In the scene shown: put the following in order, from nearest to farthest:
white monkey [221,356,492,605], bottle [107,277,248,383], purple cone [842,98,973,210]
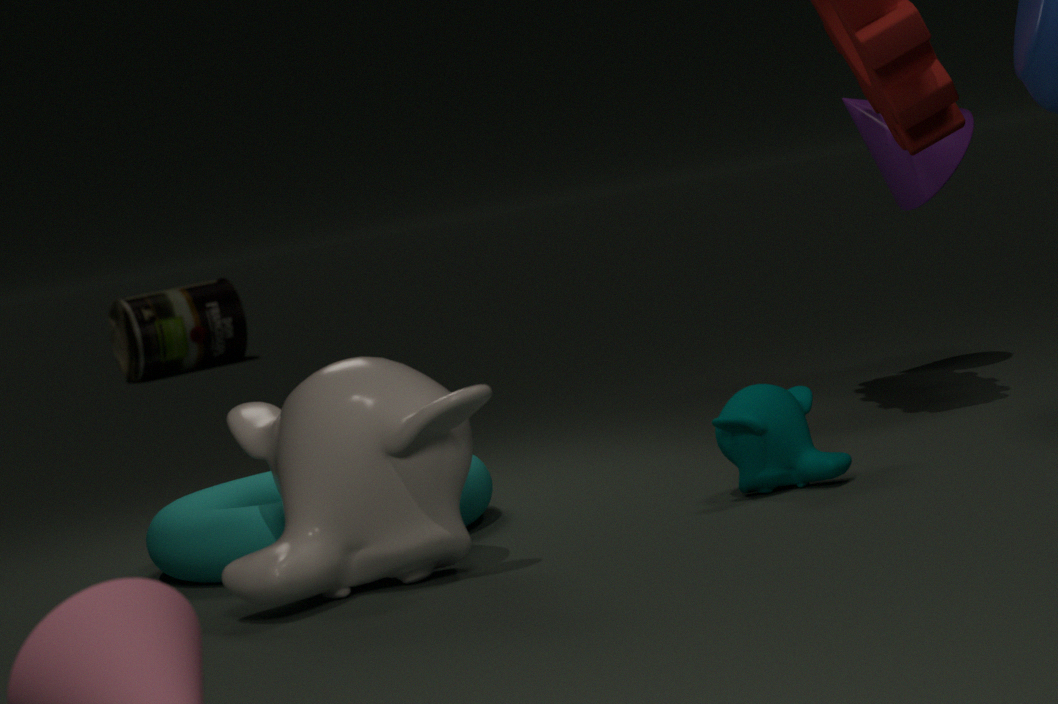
white monkey [221,356,492,605] < purple cone [842,98,973,210] < bottle [107,277,248,383]
